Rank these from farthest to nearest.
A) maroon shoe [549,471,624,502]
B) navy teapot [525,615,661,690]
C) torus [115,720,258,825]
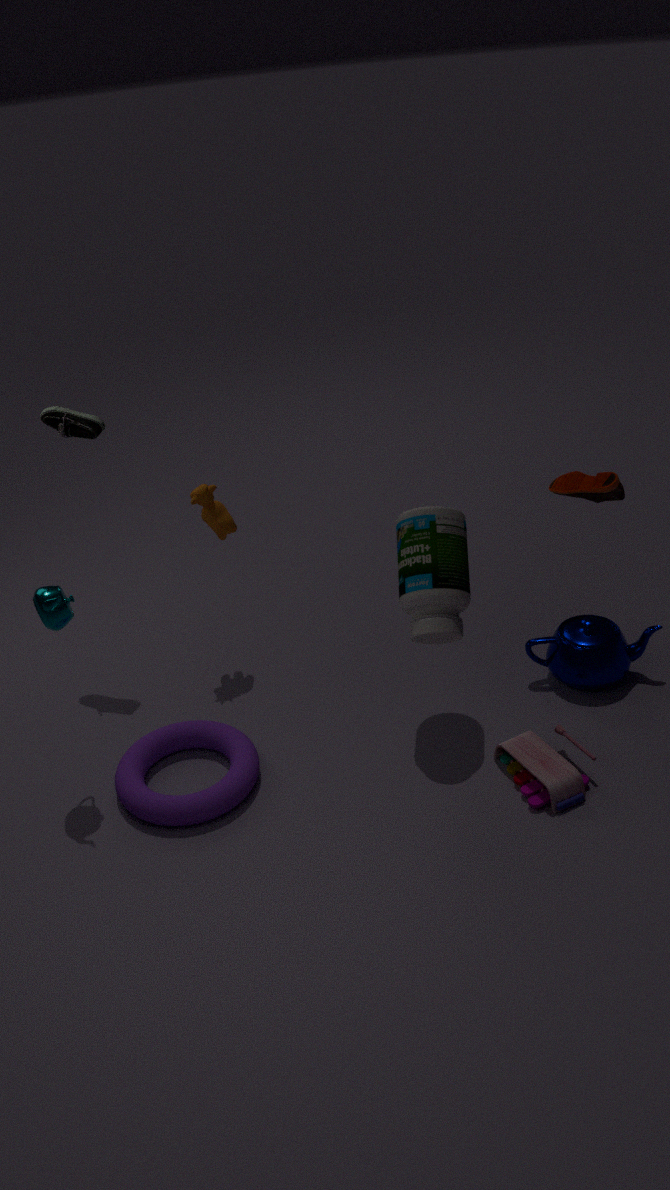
navy teapot [525,615,661,690] < maroon shoe [549,471,624,502] < torus [115,720,258,825]
